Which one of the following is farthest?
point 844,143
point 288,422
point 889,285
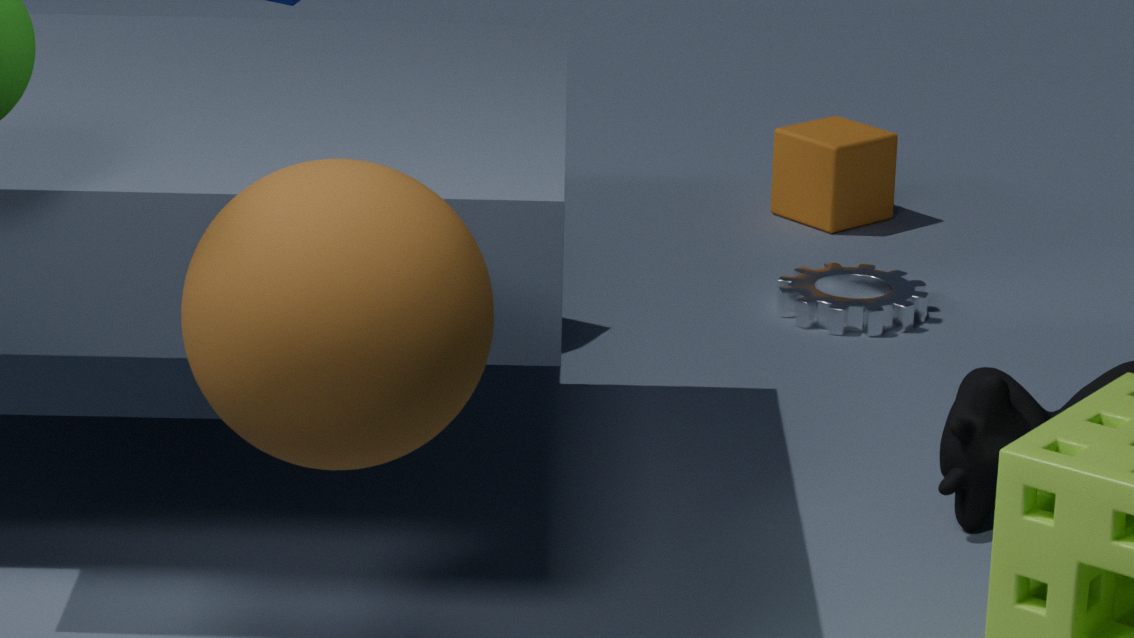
point 844,143
